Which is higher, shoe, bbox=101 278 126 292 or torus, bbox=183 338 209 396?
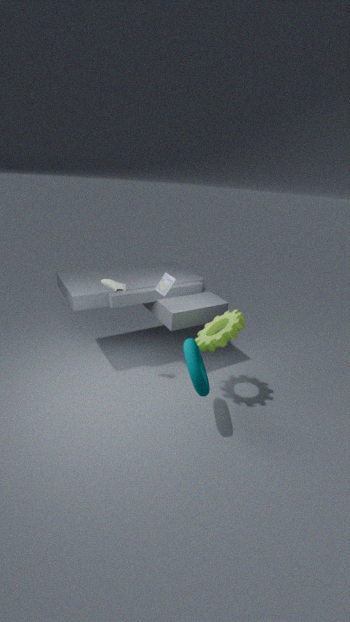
shoe, bbox=101 278 126 292
